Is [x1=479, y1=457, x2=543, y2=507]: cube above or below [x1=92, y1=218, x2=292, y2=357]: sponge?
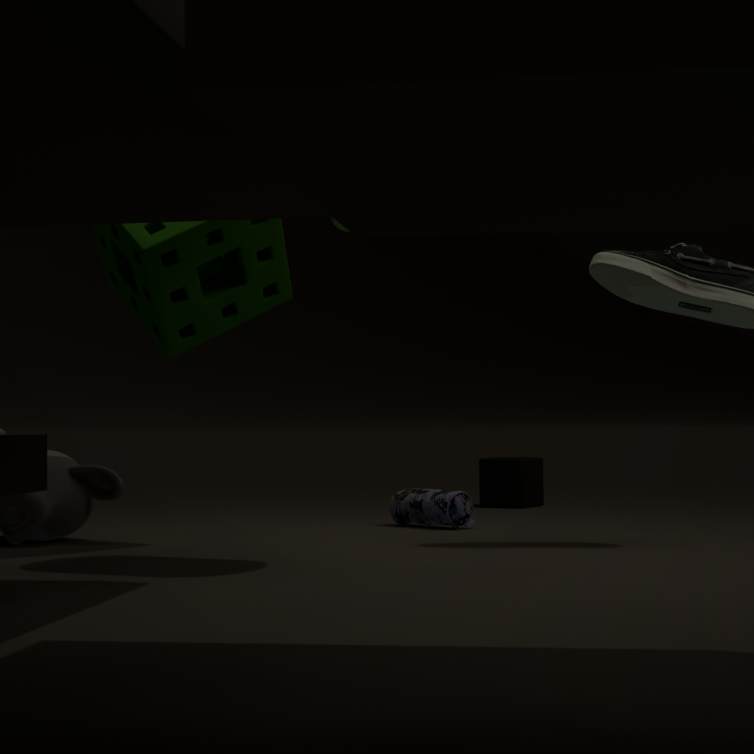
below
